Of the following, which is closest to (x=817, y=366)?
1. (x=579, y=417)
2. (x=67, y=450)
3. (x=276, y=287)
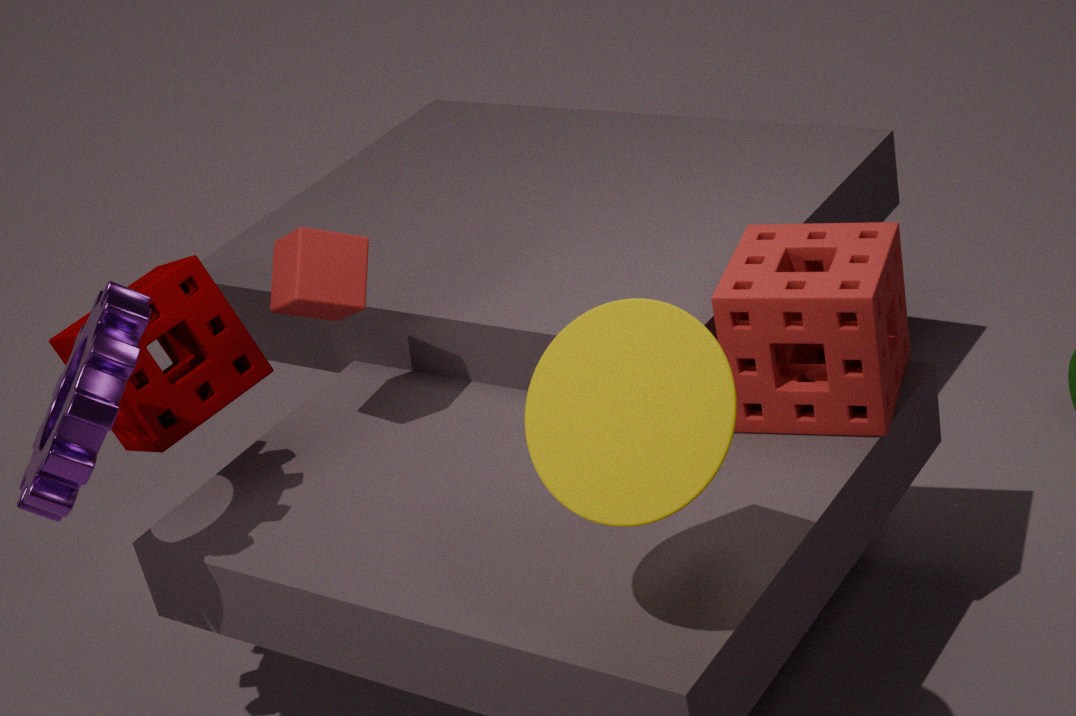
(x=579, y=417)
